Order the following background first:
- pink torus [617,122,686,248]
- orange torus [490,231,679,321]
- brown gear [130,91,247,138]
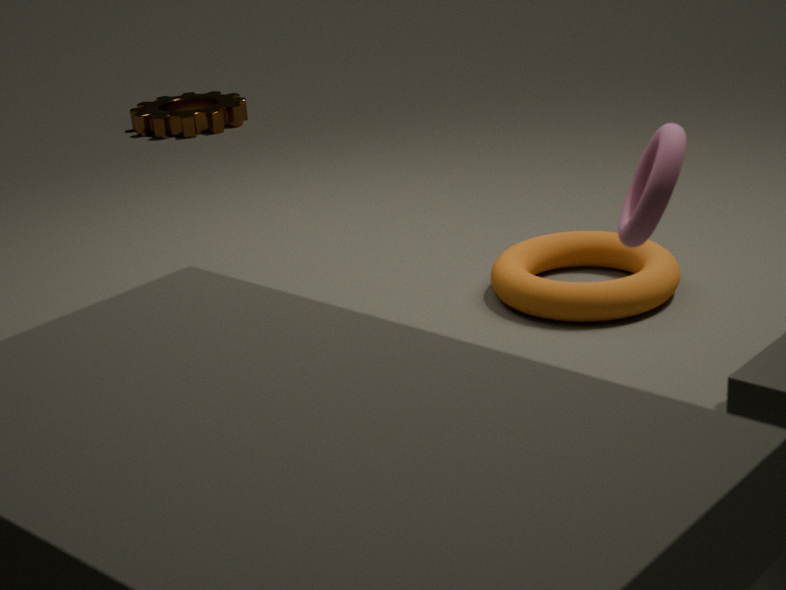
brown gear [130,91,247,138] < orange torus [490,231,679,321] < pink torus [617,122,686,248]
